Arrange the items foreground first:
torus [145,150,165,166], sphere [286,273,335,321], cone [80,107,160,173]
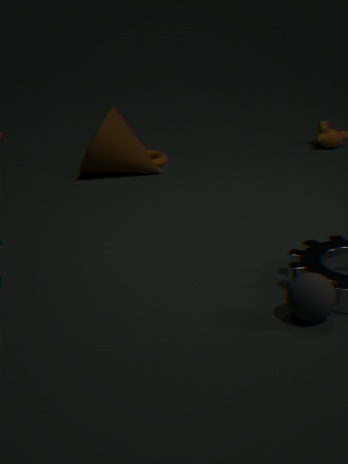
sphere [286,273,335,321], cone [80,107,160,173], torus [145,150,165,166]
